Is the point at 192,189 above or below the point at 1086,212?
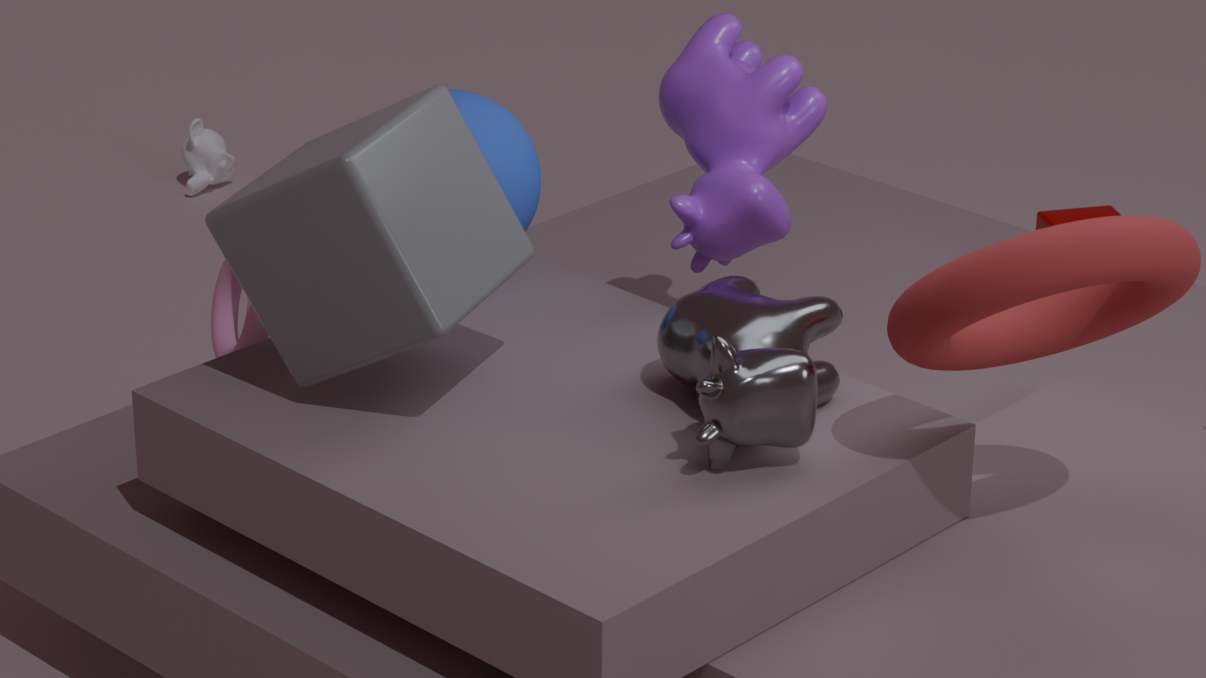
below
